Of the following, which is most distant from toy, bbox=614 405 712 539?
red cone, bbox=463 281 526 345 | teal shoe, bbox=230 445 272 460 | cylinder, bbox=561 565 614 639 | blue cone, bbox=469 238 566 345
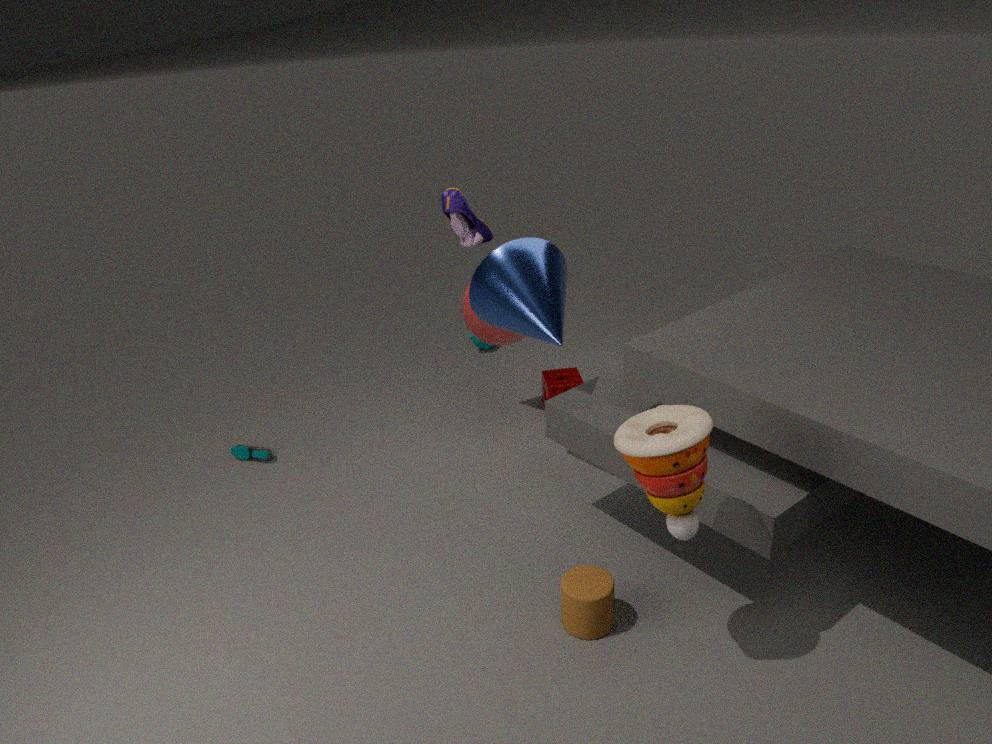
teal shoe, bbox=230 445 272 460
